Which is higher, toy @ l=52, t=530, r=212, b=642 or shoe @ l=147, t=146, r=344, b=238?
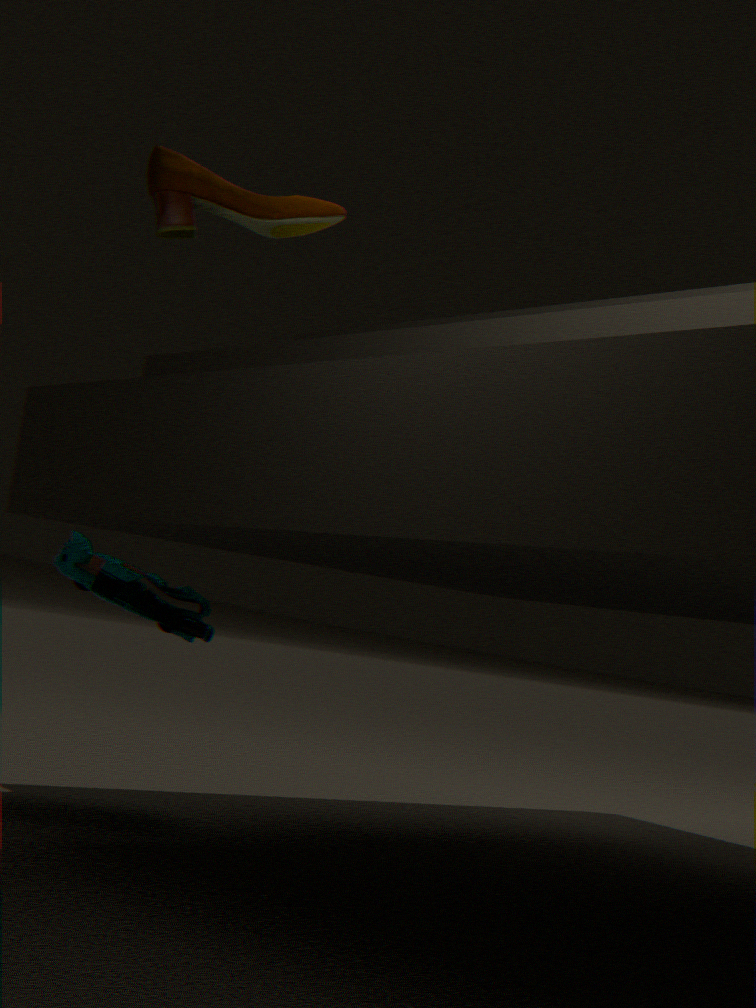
shoe @ l=147, t=146, r=344, b=238
